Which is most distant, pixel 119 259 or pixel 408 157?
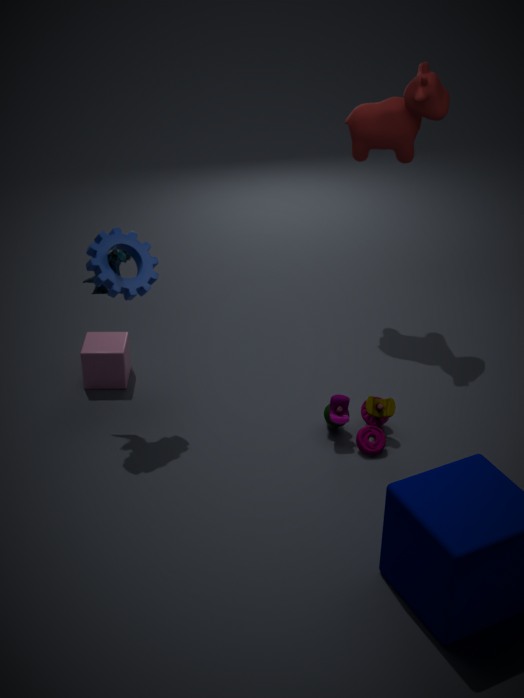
pixel 408 157
